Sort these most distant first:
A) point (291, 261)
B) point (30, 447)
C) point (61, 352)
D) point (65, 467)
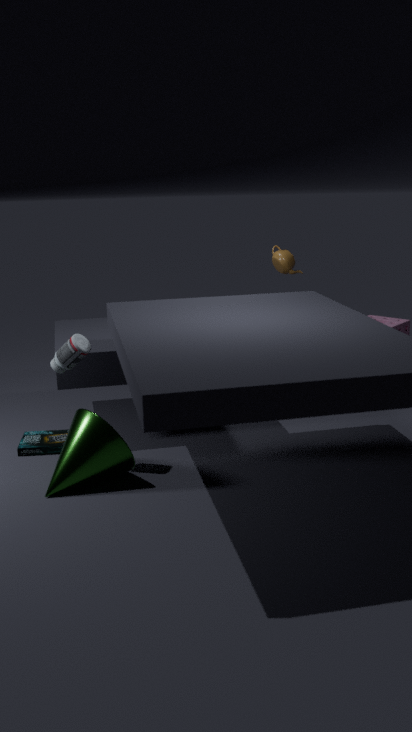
point (291, 261)
point (30, 447)
point (61, 352)
point (65, 467)
